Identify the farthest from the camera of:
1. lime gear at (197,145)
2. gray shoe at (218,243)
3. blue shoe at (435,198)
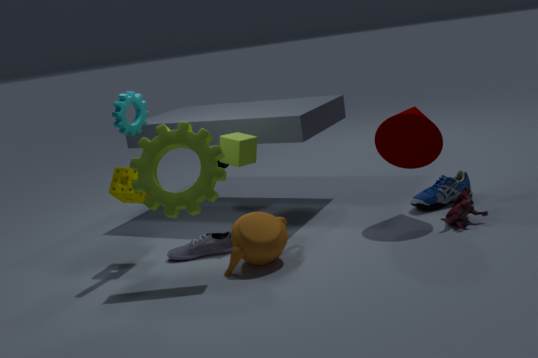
blue shoe at (435,198)
